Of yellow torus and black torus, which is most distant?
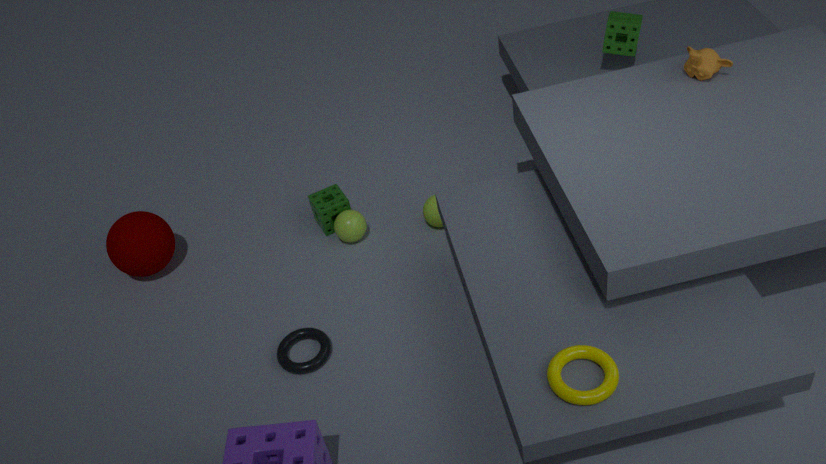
black torus
